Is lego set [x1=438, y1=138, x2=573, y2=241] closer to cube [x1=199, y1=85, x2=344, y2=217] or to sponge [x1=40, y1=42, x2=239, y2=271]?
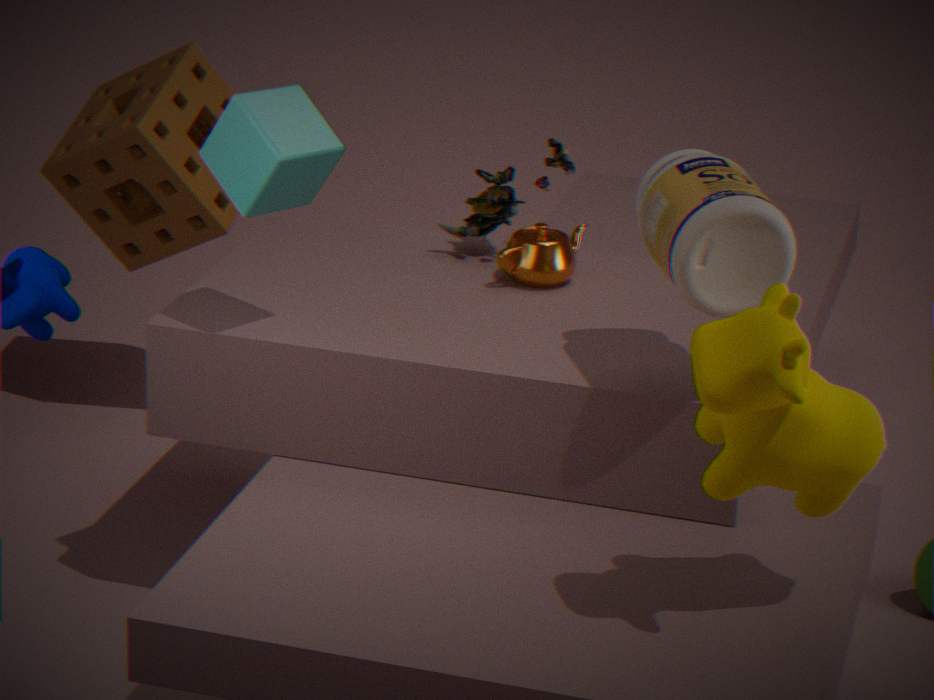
cube [x1=199, y1=85, x2=344, y2=217]
